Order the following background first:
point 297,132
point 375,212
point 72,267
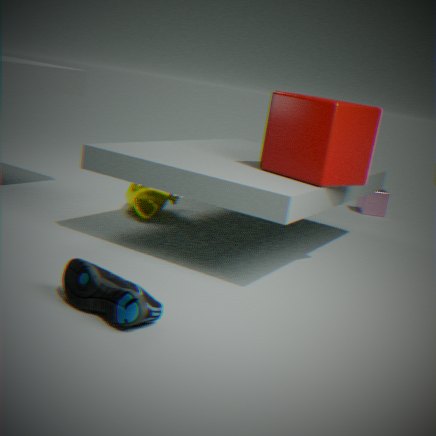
1. point 375,212
2. point 297,132
3. point 72,267
